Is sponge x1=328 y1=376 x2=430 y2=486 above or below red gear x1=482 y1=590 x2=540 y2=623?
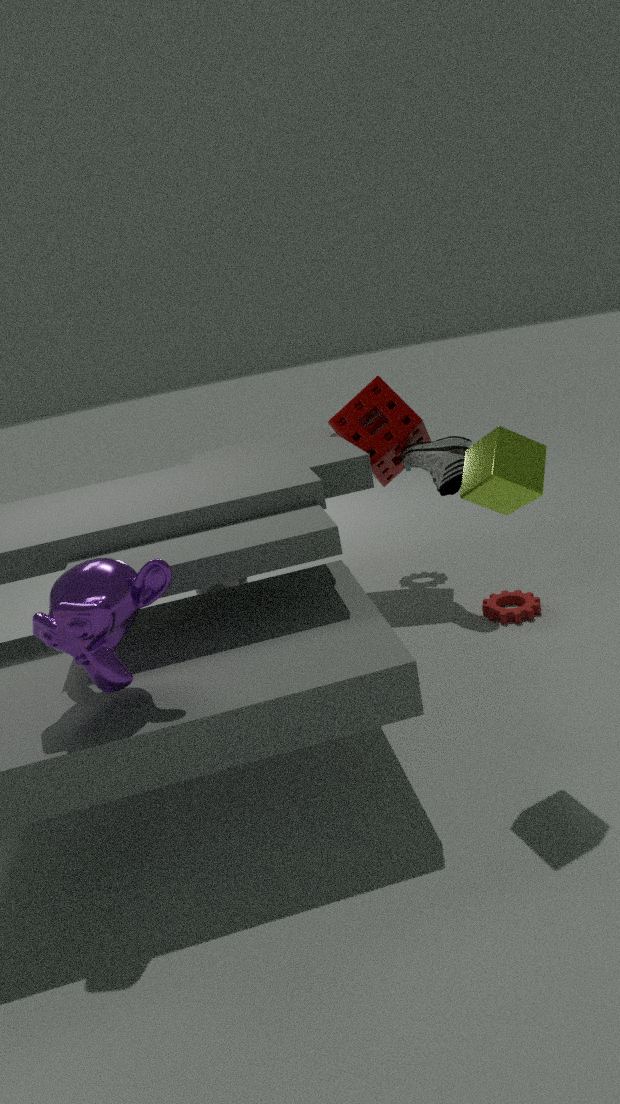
above
